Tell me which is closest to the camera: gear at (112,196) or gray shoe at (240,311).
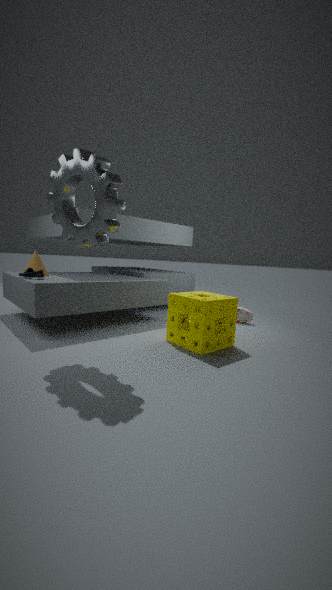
gear at (112,196)
